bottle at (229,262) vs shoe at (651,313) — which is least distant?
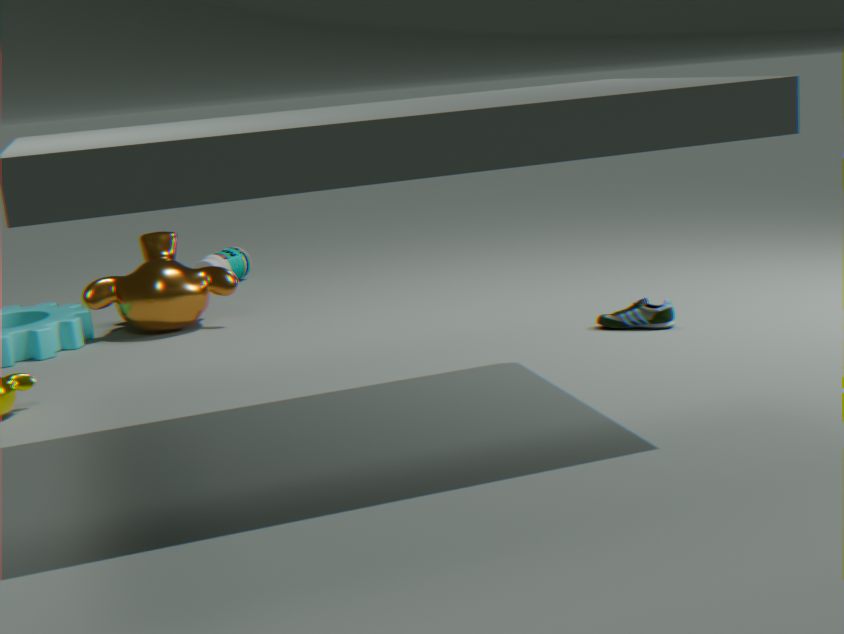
shoe at (651,313)
